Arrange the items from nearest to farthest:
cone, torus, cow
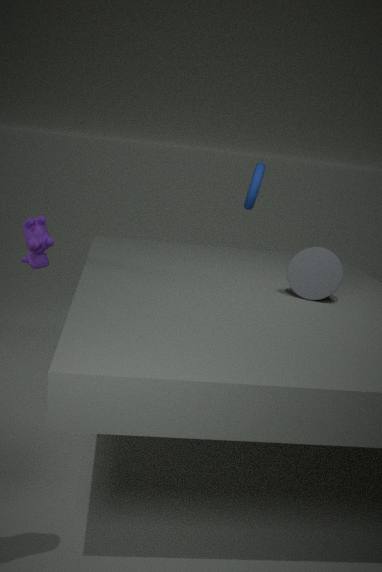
cone < cow < torus
